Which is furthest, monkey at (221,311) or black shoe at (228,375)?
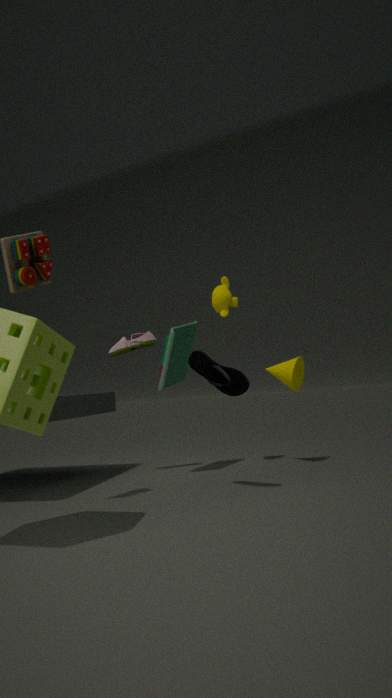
monkey at (221,311)
